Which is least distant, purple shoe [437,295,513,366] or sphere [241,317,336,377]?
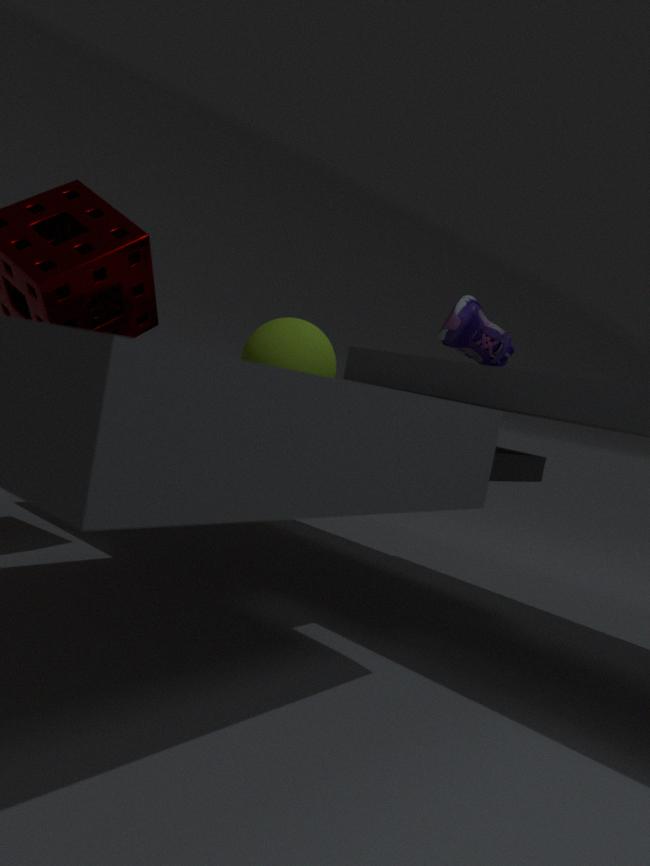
sphere [241,317,336,377]
